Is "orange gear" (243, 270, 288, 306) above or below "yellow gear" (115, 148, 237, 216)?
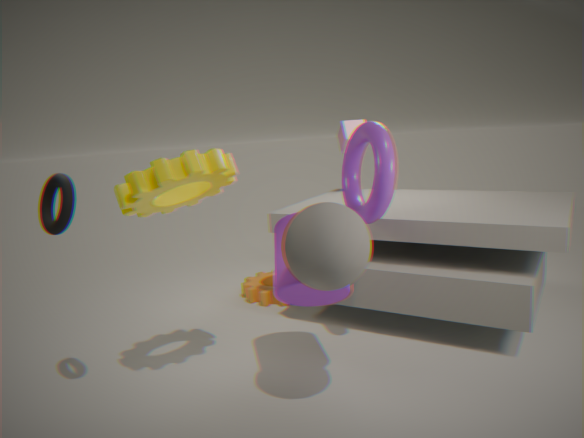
below
